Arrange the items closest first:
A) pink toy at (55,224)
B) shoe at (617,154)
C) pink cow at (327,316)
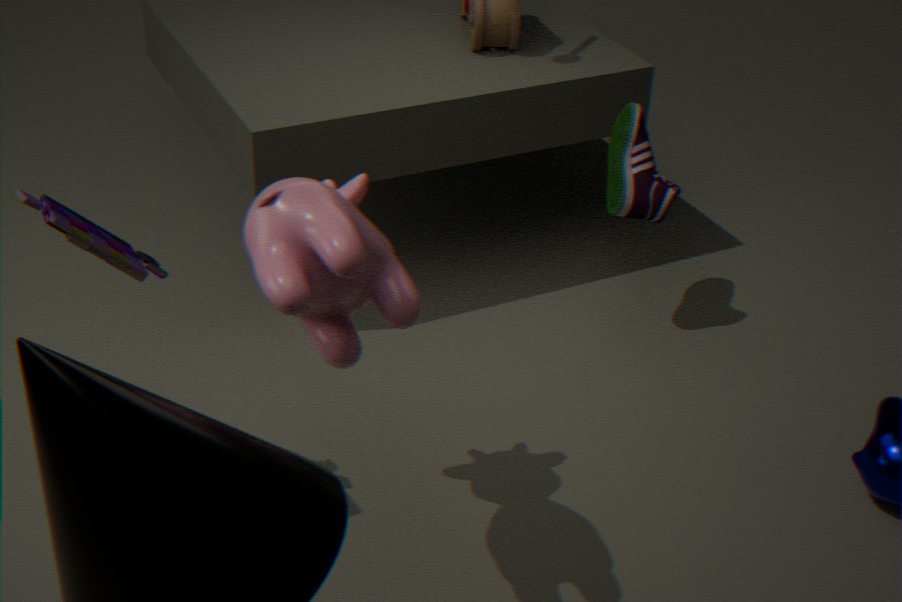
pink cow at (327,316), pink toy at (55,224), shoe at (617,154)
